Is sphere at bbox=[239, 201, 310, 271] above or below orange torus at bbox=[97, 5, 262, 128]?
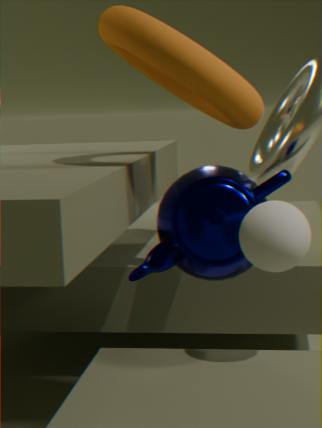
below
